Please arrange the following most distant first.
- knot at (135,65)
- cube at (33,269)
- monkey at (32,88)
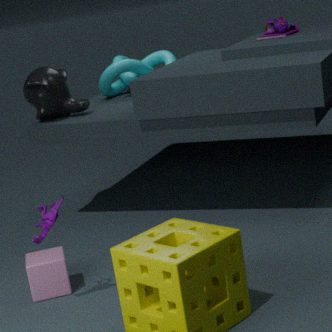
knot at (135,65) → monkey at (32,88) → cube at (33,269)
